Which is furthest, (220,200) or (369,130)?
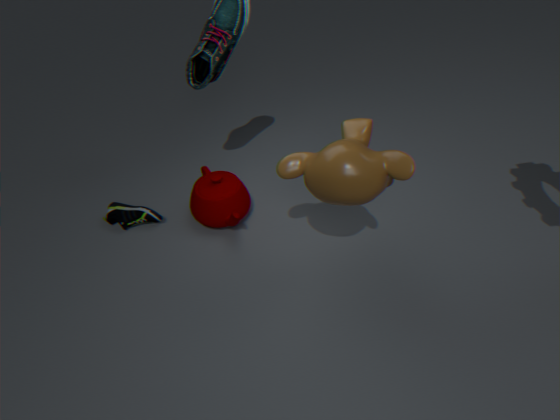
(220,200)
